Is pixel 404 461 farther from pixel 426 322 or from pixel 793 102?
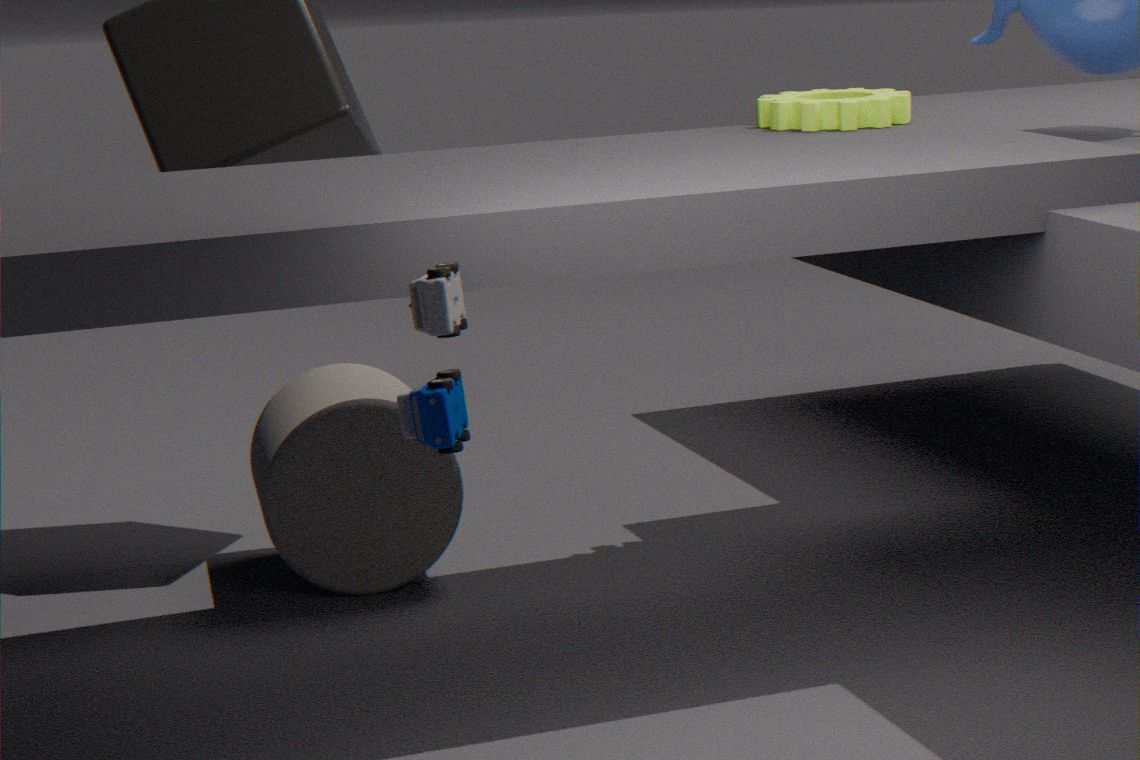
pixel 426 322
